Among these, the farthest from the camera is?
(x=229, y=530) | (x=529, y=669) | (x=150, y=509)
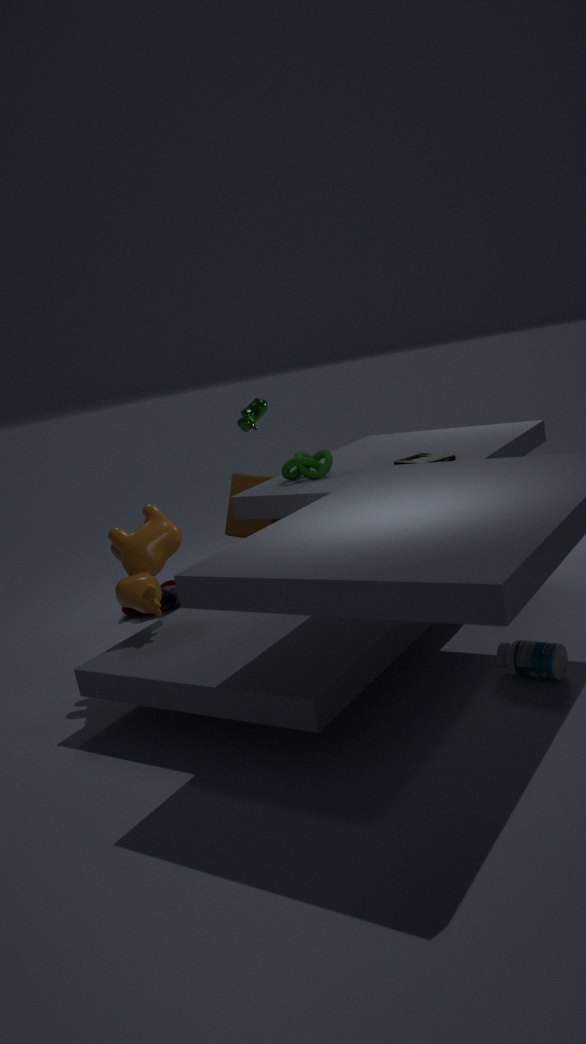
(x=229, y=530)
